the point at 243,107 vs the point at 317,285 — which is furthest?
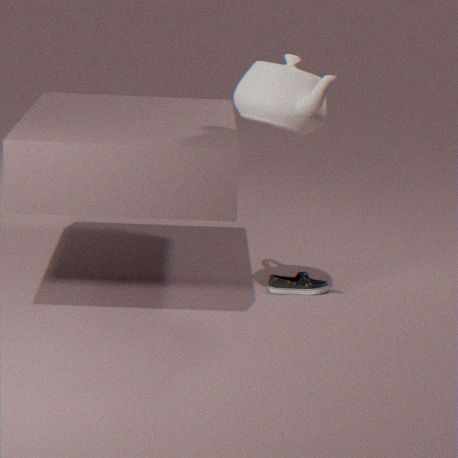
the point at 317,285
